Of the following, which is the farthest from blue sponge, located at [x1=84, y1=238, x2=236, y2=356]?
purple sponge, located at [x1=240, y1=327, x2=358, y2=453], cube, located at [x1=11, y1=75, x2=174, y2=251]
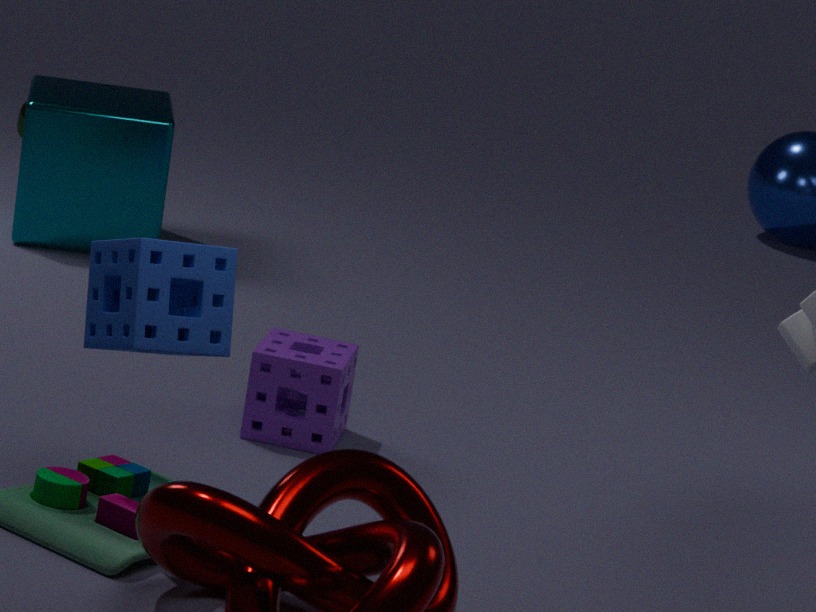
cube, located at [x1=11, y1=75, x2=174, y2=251]
